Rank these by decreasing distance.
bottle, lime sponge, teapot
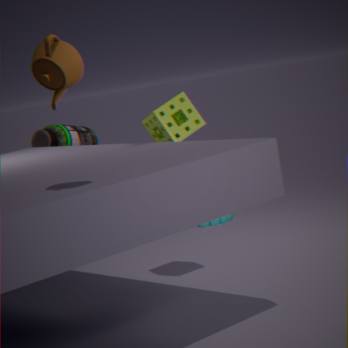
bottle < lime sponge < teapot
